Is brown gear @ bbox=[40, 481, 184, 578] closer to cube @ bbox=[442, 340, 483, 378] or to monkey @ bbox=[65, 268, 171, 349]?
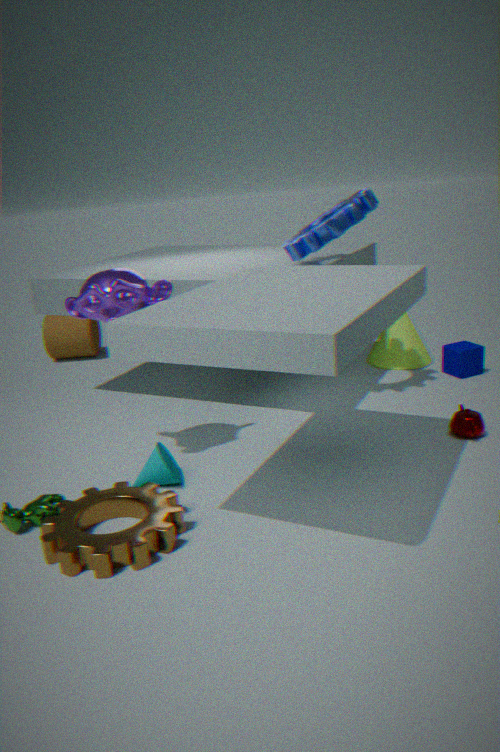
monkey @ bbox=[65, 268, 171, 349]
